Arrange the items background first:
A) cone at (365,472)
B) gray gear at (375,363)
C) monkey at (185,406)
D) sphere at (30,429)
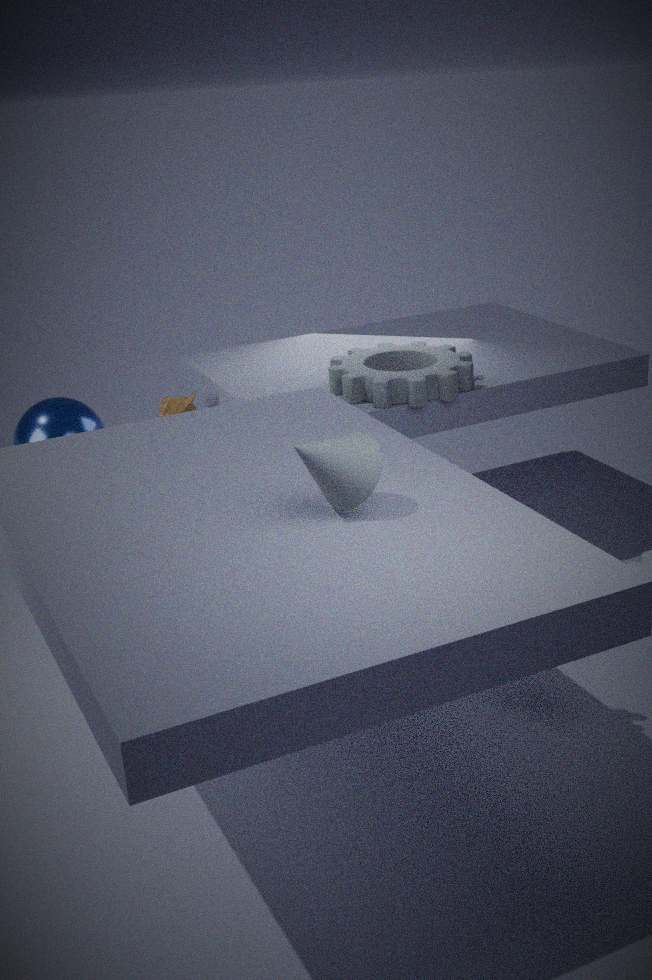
monkey at (185,406)
sphere at (30,429)
gray gear at (375,363)
cone at (365,472)
